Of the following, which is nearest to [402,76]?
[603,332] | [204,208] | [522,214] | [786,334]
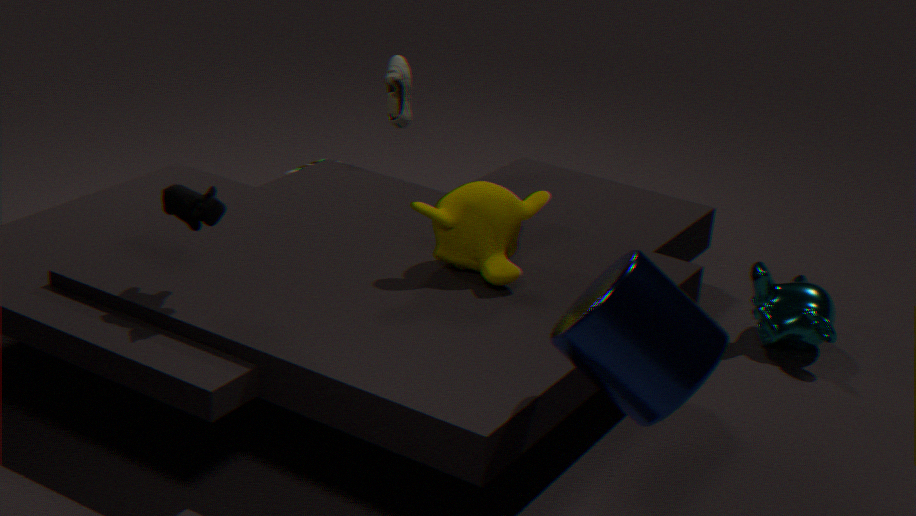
[522,214]
